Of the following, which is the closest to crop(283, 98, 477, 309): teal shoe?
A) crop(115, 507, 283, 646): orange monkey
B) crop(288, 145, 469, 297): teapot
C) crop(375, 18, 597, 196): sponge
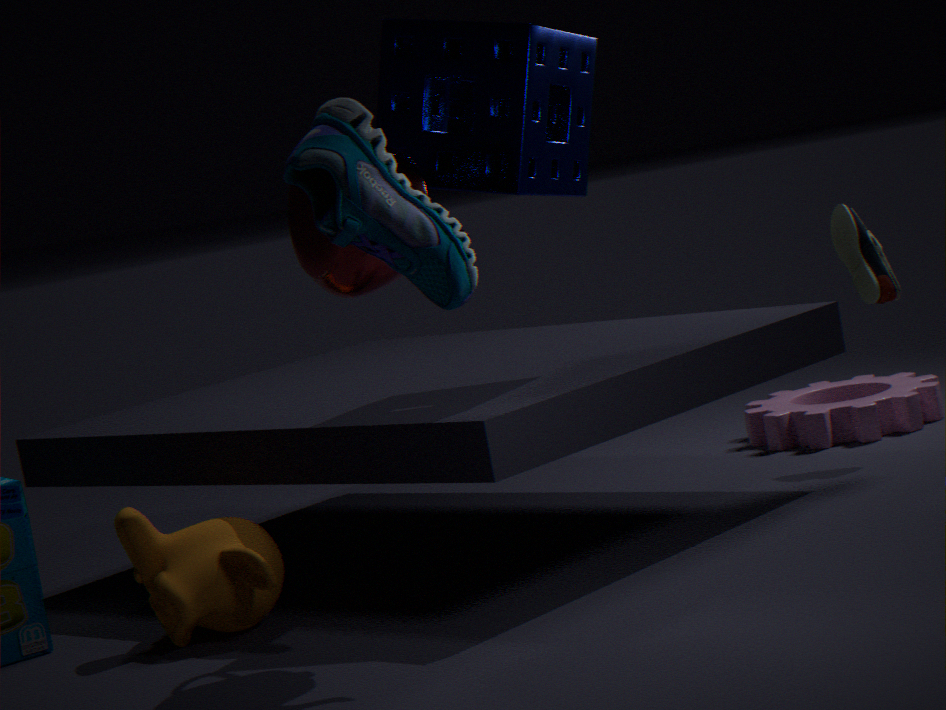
crop(288, 145, 469, 297): teapot
